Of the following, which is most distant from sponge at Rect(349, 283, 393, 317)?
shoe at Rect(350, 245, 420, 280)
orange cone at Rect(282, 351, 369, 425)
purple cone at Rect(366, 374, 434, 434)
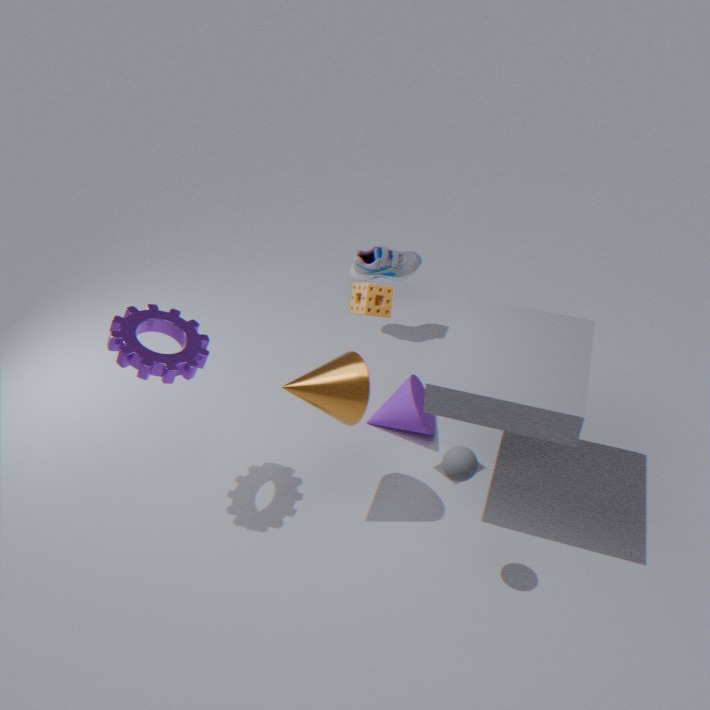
shoe at Rect(350, 245, 420, 280)
